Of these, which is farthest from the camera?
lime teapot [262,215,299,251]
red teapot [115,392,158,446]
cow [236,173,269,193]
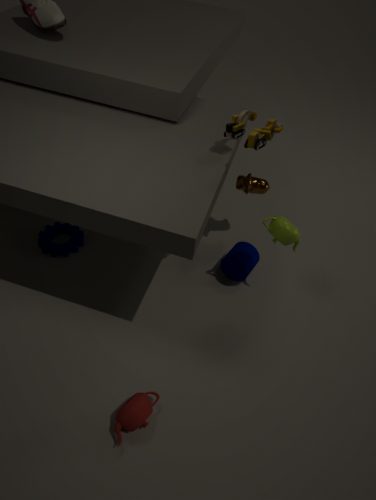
cow [236,173,269,193]
